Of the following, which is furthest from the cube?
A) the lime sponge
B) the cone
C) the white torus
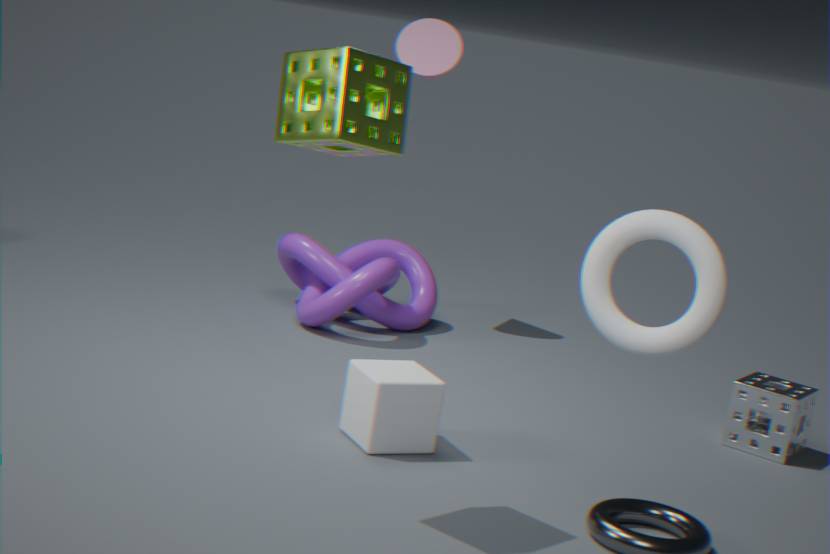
the cone
